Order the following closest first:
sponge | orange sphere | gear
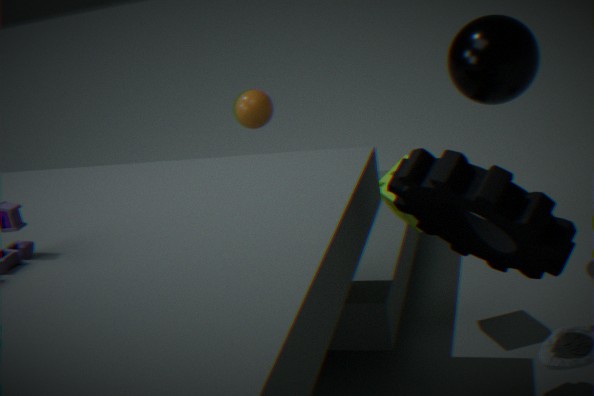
gear, sponge, orange sphere
